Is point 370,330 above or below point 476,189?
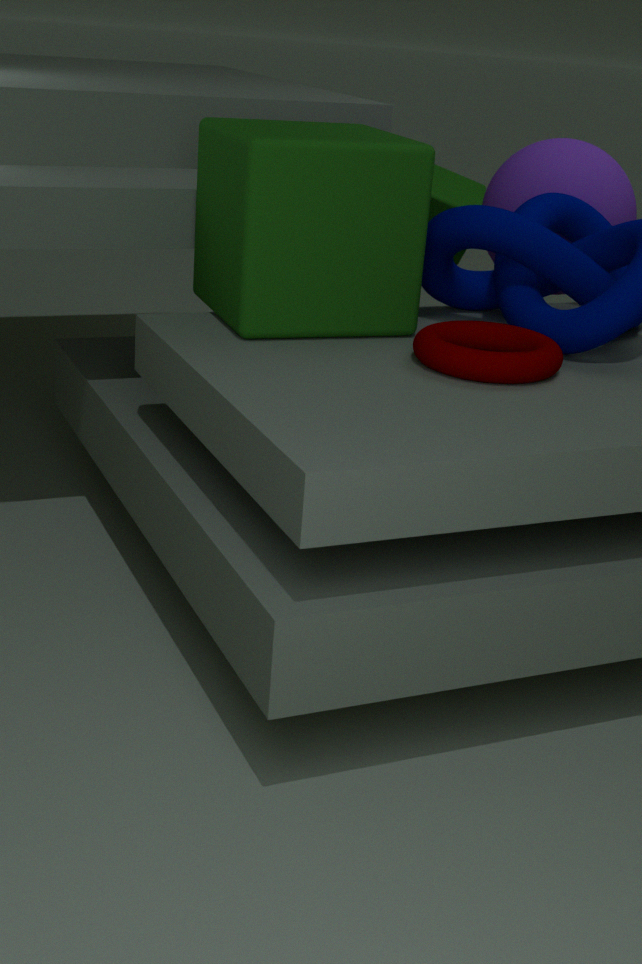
above
